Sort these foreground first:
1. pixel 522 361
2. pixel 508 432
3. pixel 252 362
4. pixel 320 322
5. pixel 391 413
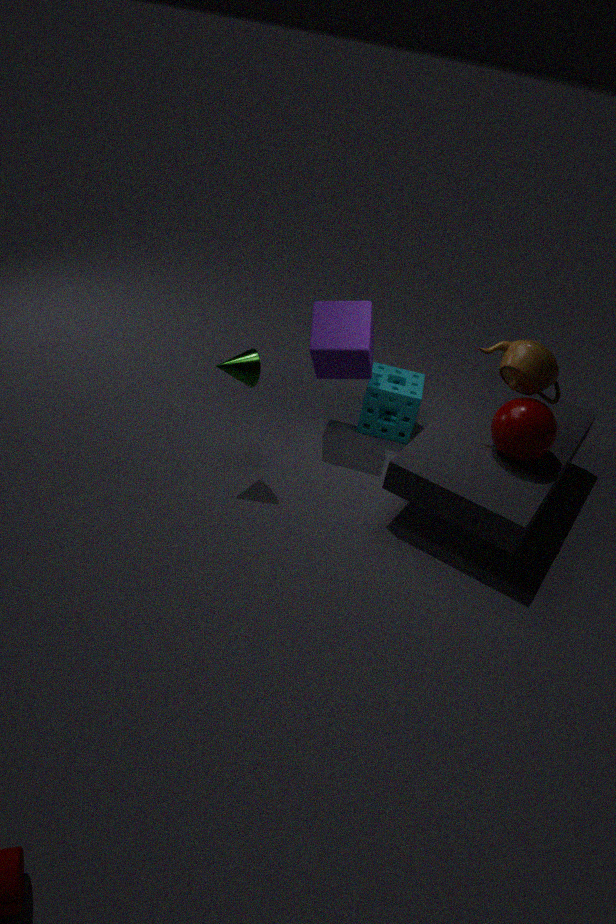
1. pixel 252 362
2. pixel 522 361
3. pixel 508 432
4. pixel 320 322
5. pixel 391 413
